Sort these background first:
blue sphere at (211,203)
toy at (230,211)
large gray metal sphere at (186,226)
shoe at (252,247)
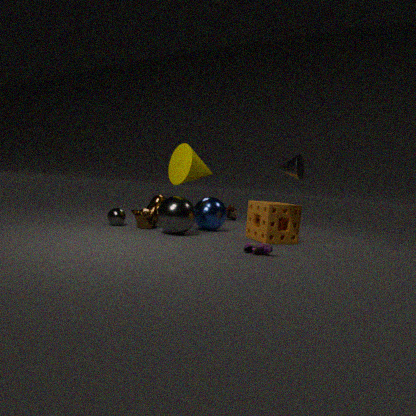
toy at (230,211)
blue sphere at (211,203)
large gray metal sphere at (186,226)
shoe at (252,247)
